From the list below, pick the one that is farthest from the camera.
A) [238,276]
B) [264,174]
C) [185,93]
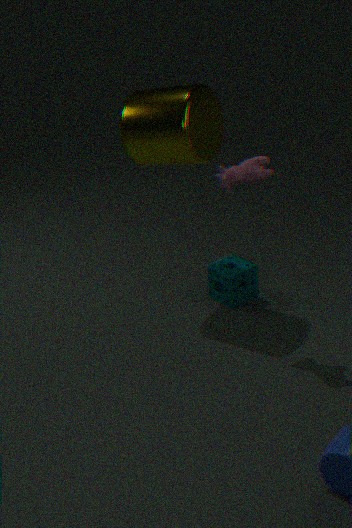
[238,276]
